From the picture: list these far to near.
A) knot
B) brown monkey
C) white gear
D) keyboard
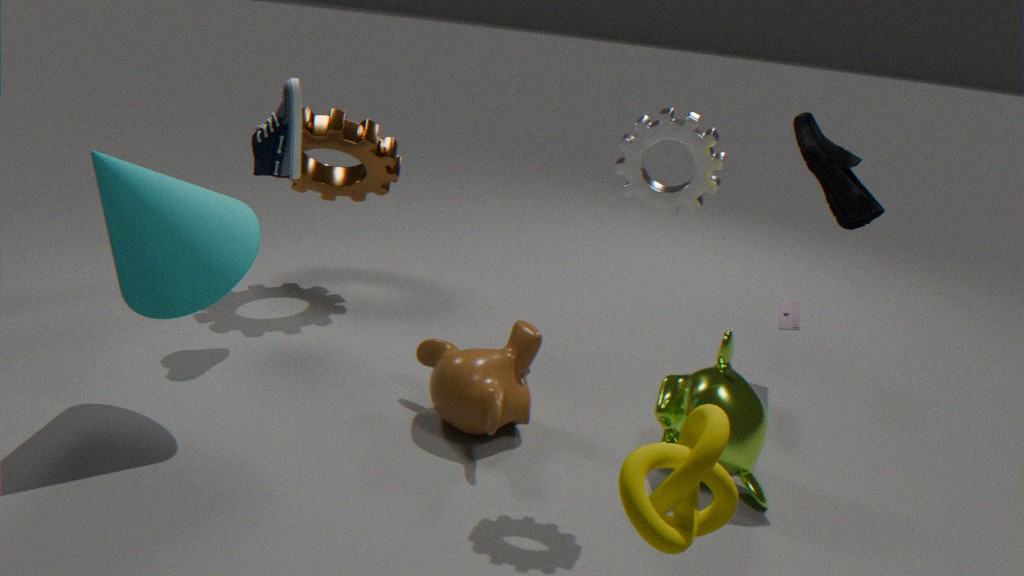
keyboard, brown monkey, white gear, knot
